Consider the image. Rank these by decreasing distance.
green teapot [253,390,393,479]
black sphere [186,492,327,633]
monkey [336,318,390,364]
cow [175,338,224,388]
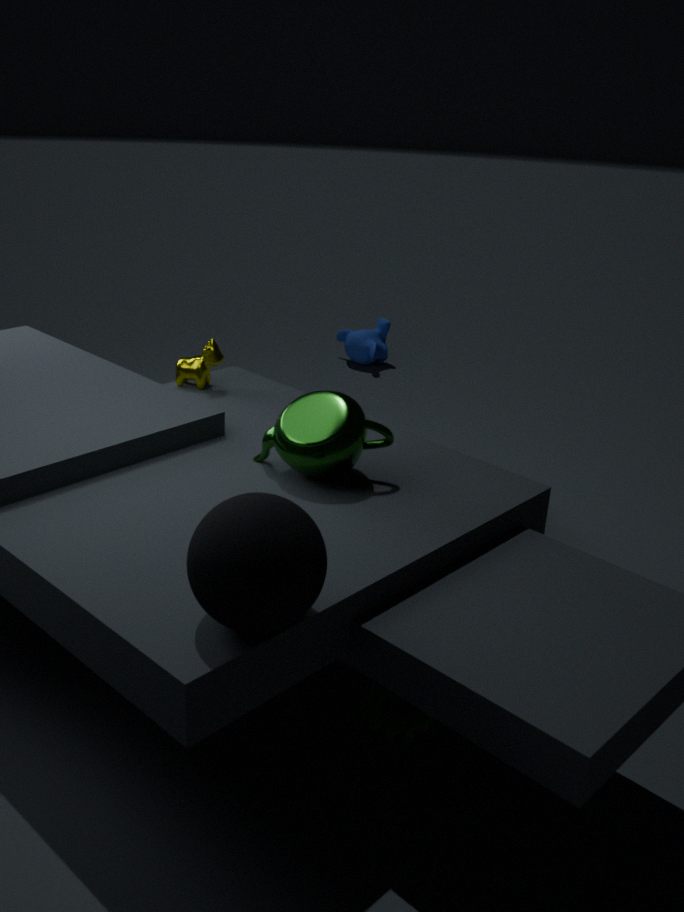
monkey [336,318,390,364] → cow [175,338,224,388] → green teapot [253,390,393,479] → black sphere [186,492,327,633]
